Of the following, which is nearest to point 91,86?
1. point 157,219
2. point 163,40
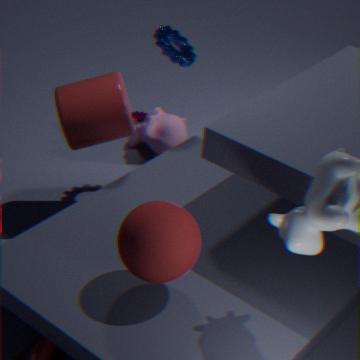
point 163,40
